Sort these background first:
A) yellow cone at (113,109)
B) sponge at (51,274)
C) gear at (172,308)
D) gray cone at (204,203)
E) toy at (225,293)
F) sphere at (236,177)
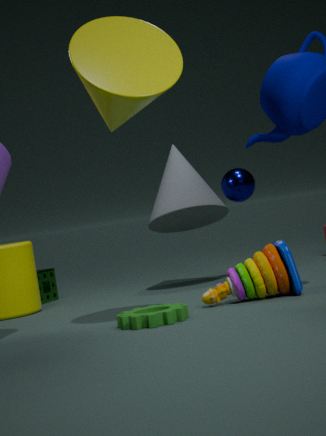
sponge at (51,274), sphere at (236,177), gray cone at (204,203), toy at (225,293), gear at (172,308), yellow cone at (113,109)
